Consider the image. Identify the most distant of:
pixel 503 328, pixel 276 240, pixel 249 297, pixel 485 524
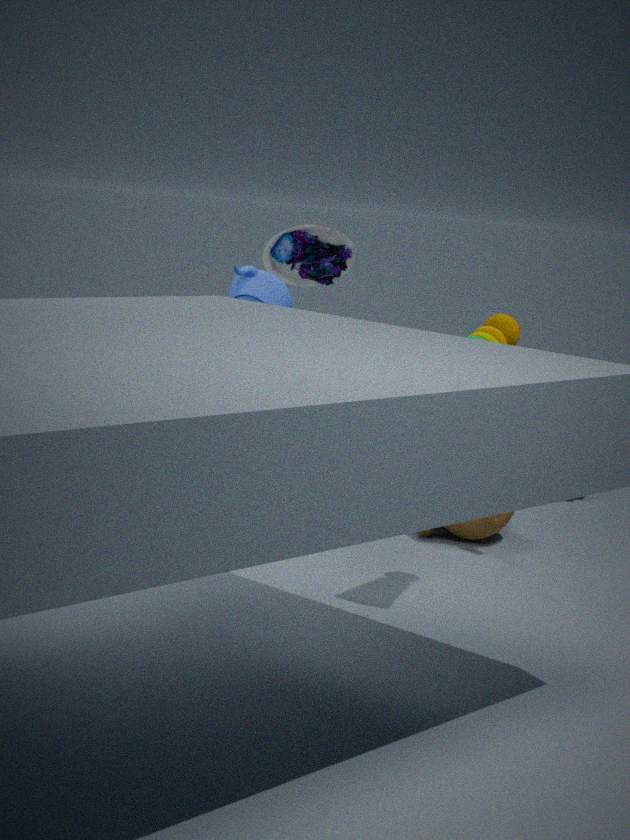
pixel 485 524
